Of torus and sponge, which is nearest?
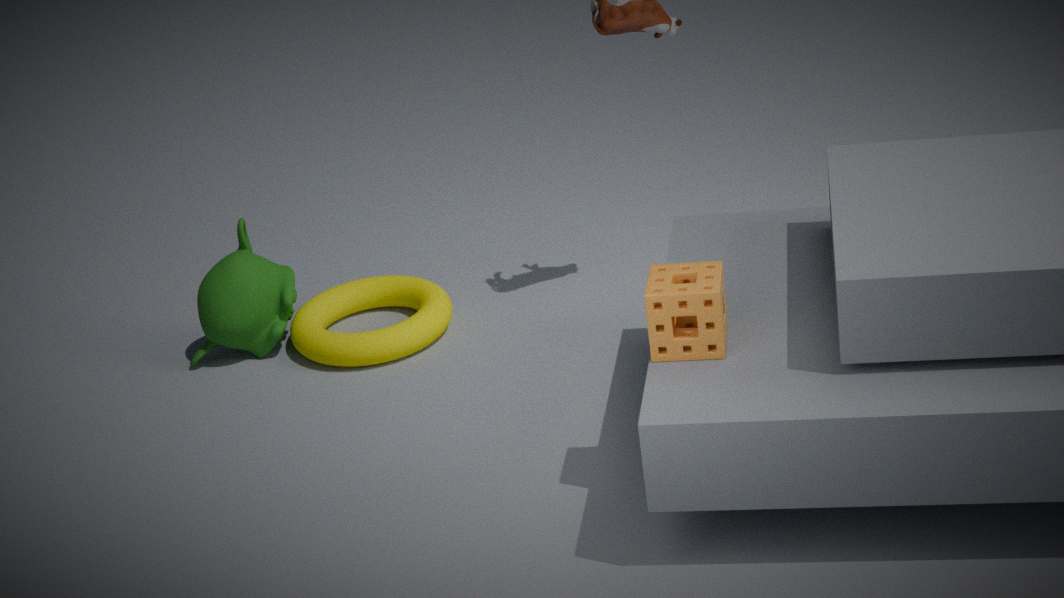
sponge
